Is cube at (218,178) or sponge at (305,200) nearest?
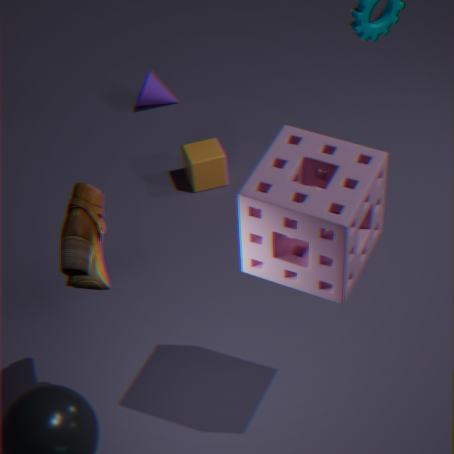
sponge at (305,200)
